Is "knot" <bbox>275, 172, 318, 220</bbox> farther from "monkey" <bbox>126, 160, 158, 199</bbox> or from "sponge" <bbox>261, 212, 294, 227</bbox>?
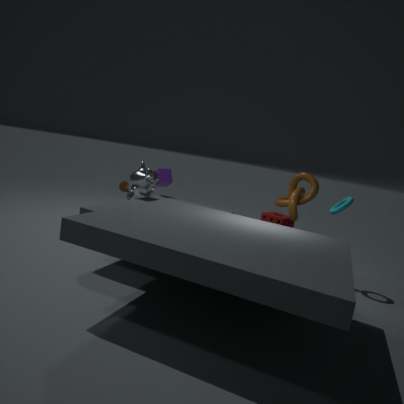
"monkey" <bbox>126, 160, 158, 199</bbox>
